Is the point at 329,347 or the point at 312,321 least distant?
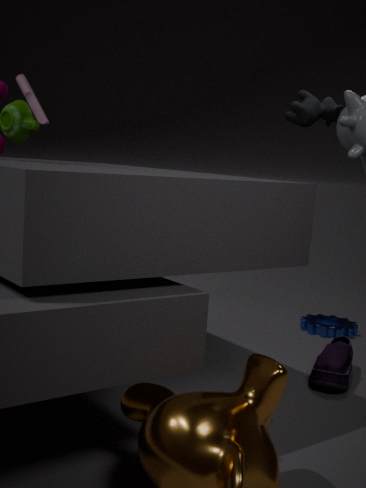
the point at 329,347
